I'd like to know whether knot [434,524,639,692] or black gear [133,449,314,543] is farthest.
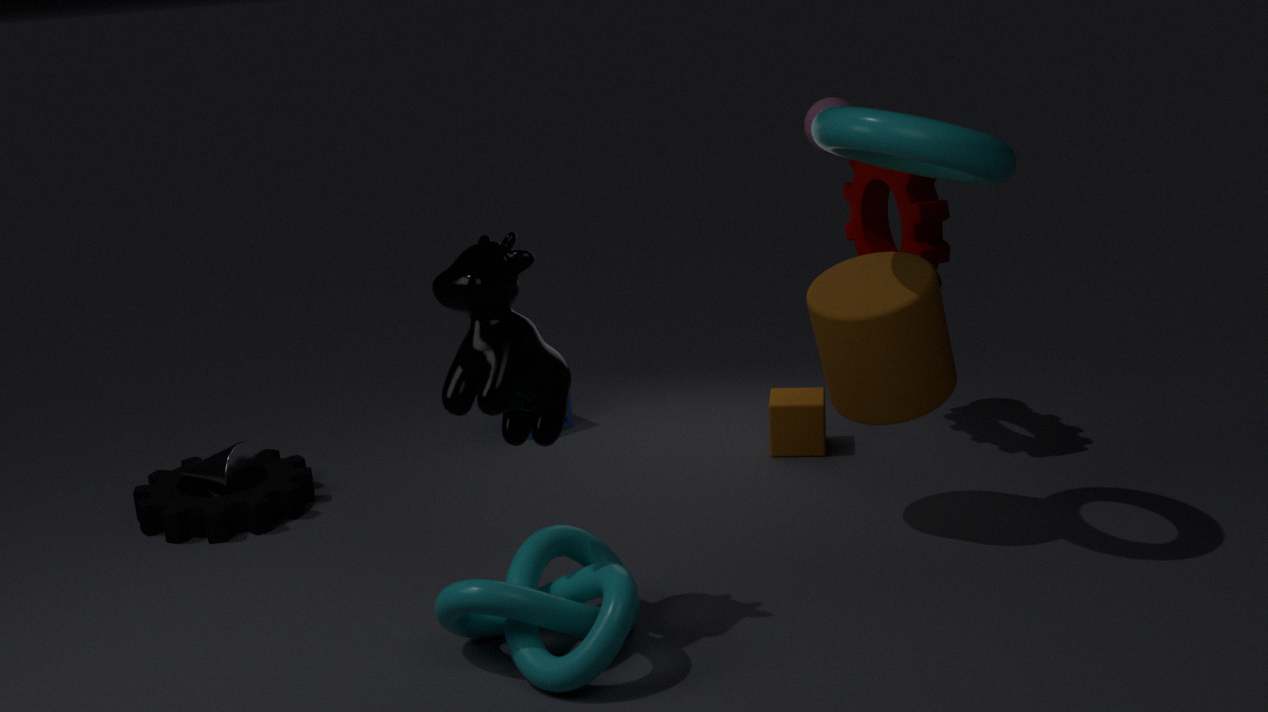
black gear [133,449,314,543]
